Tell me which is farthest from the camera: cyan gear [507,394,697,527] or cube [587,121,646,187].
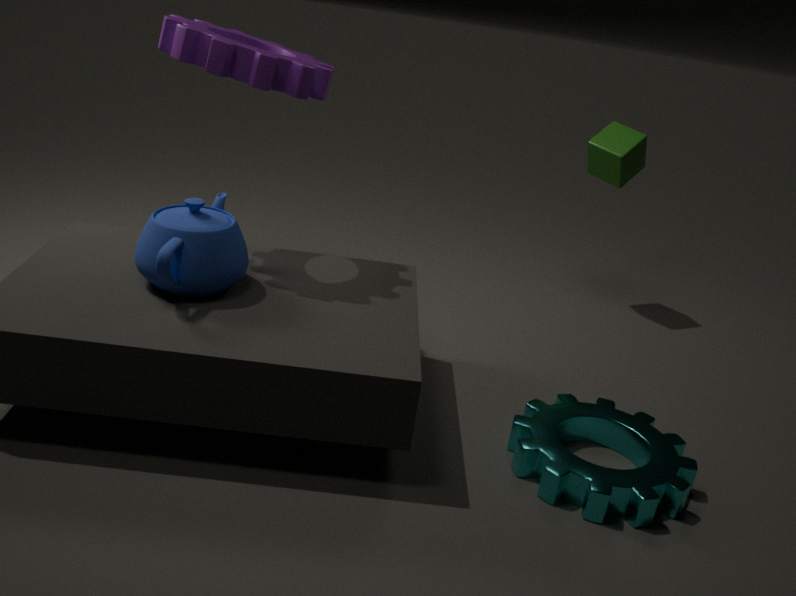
cube [587,121,646,187]
